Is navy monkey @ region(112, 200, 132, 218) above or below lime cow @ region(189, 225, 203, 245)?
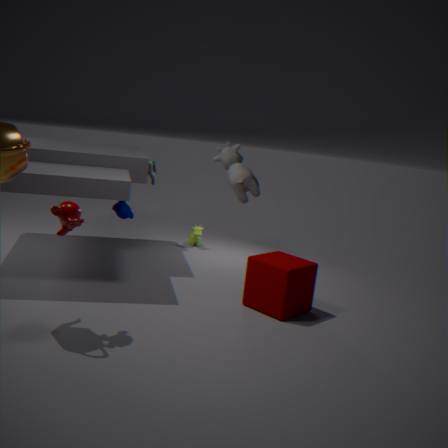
above
